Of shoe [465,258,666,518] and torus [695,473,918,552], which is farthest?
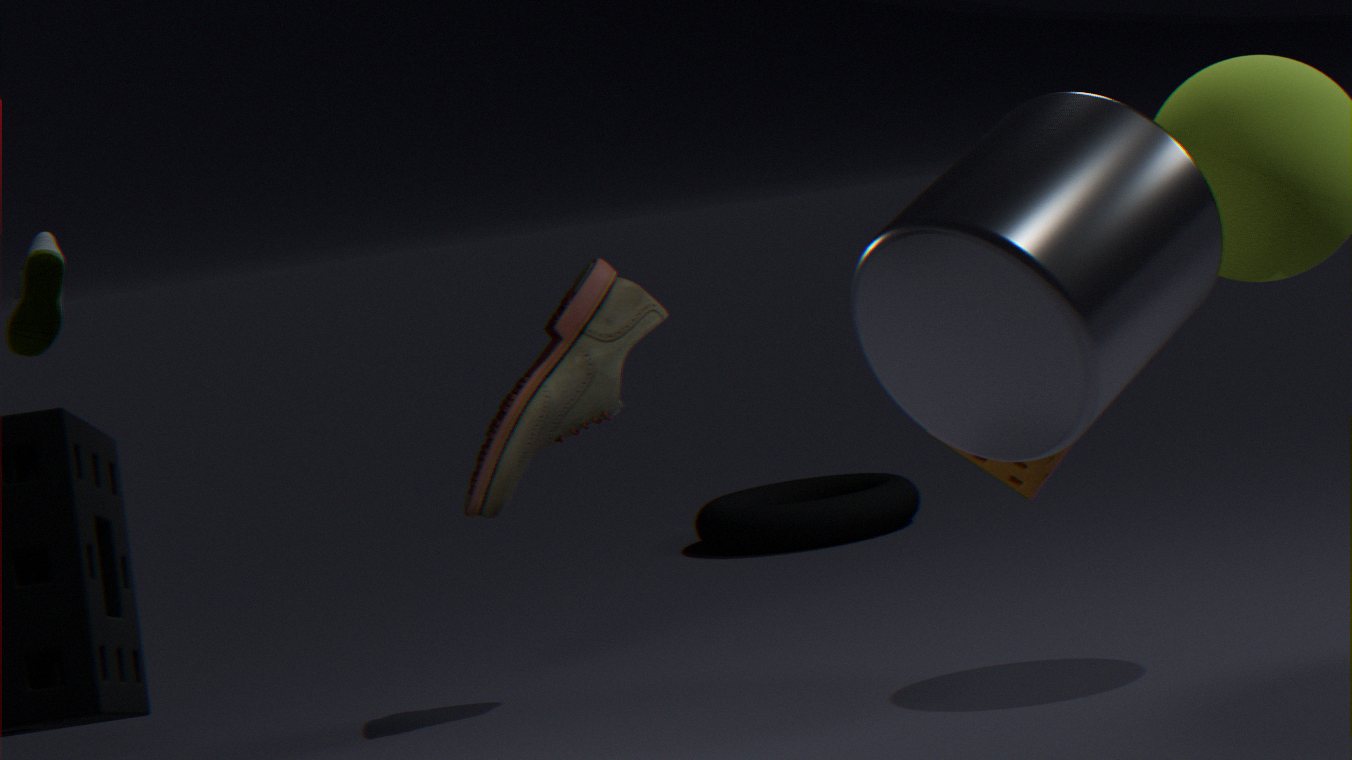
torus [695,473,918,552]
